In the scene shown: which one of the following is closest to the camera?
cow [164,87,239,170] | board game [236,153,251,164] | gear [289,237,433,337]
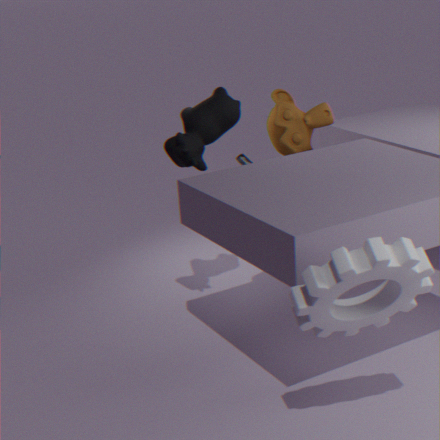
gear [289,237,433,337]
